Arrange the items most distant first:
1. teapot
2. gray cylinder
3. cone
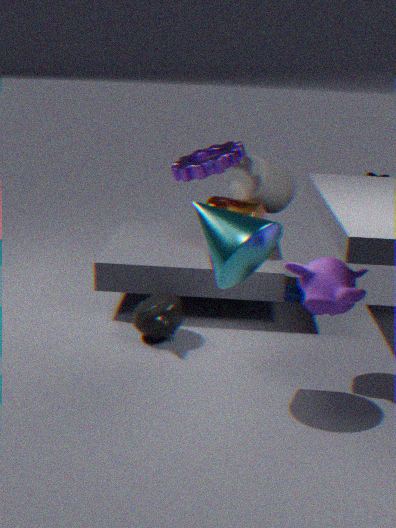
gray cylinder < teapot < cone
